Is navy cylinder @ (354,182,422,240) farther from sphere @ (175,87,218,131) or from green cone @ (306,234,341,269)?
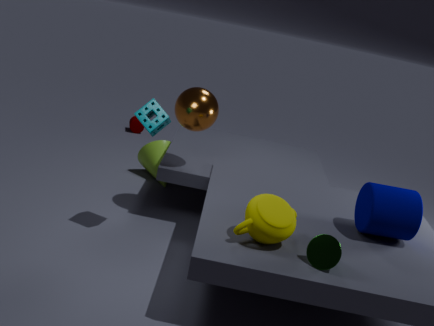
sphere @ (175,87,218,131)
